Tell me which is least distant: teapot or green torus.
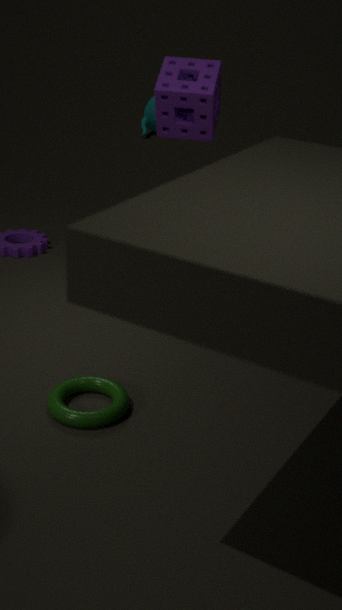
green torus
